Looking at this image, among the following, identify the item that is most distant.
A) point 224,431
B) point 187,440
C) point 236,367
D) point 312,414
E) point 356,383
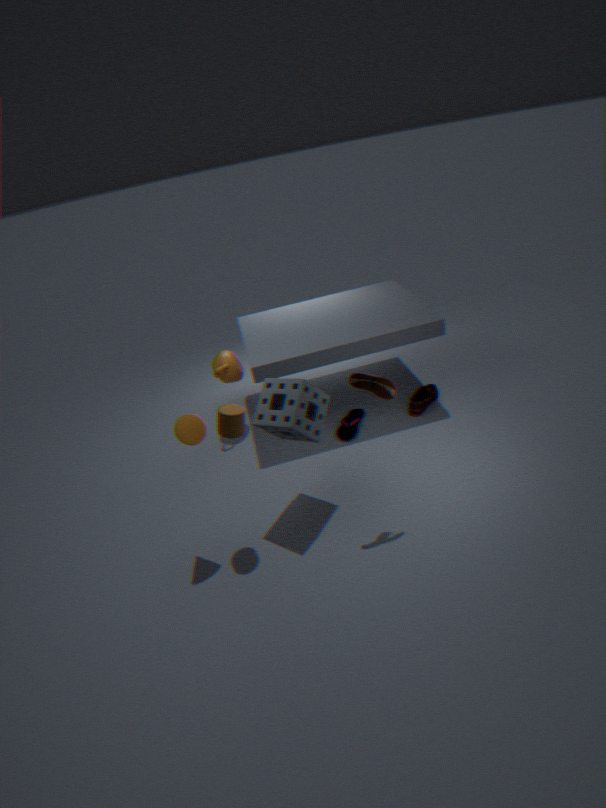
point 236,367
